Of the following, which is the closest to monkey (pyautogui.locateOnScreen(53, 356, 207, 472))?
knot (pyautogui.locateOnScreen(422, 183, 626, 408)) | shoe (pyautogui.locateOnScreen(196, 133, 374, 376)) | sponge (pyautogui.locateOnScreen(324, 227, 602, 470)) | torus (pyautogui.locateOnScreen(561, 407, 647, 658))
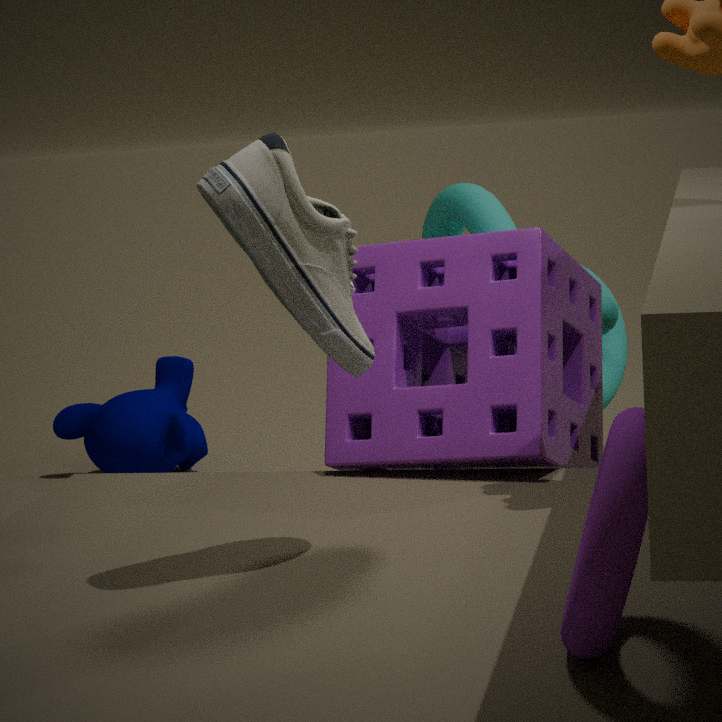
knot (pyautogui.locateOnScreen(422, 183, 626, 408))
